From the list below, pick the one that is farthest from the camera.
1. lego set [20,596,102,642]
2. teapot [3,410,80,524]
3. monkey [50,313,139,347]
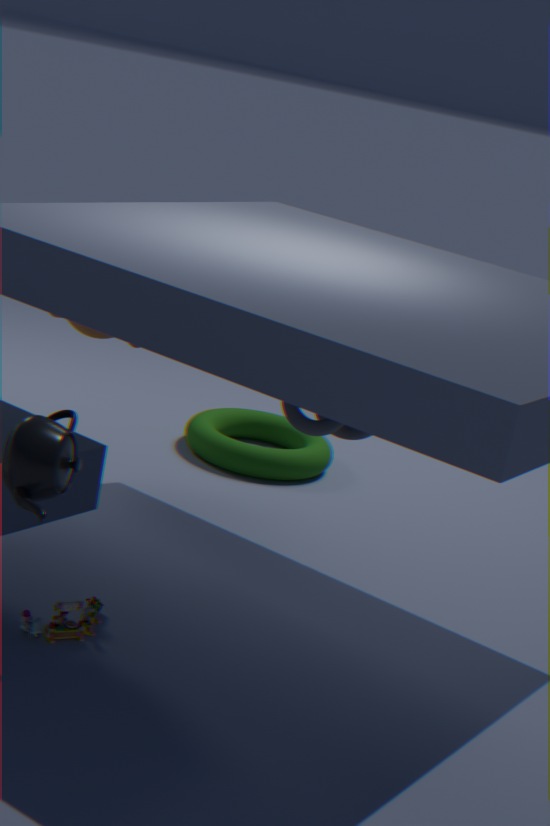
monkey [50,313,139,347]
